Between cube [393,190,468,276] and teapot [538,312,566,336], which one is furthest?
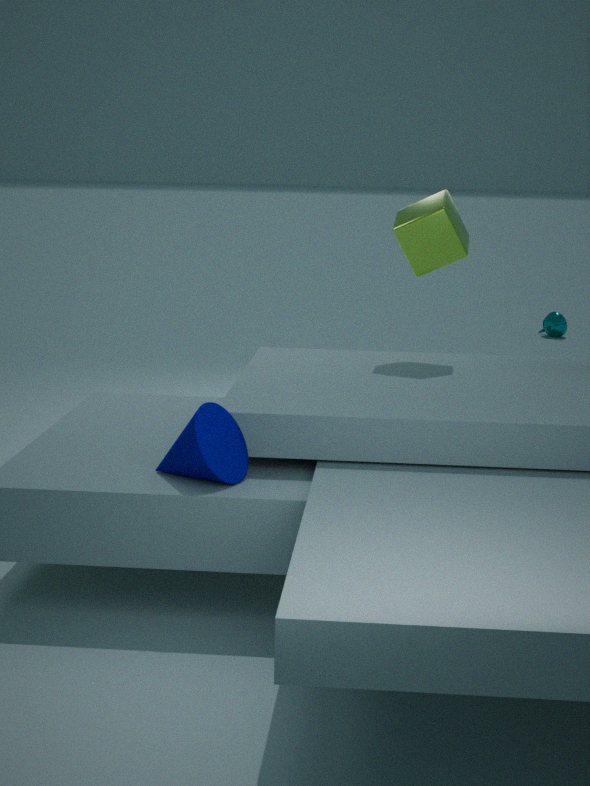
teapot [538,312,566,336]
